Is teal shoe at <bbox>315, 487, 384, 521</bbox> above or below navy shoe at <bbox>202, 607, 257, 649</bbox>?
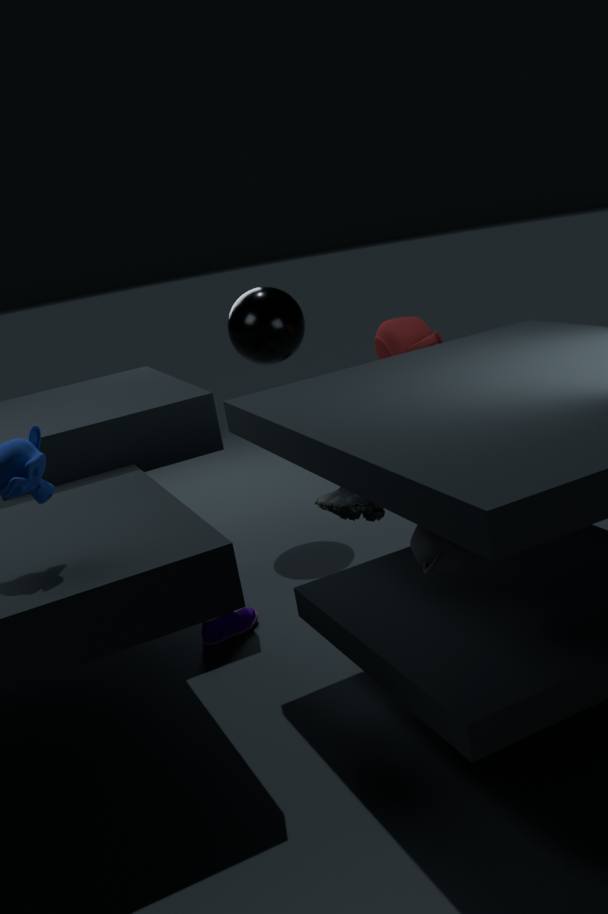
above
